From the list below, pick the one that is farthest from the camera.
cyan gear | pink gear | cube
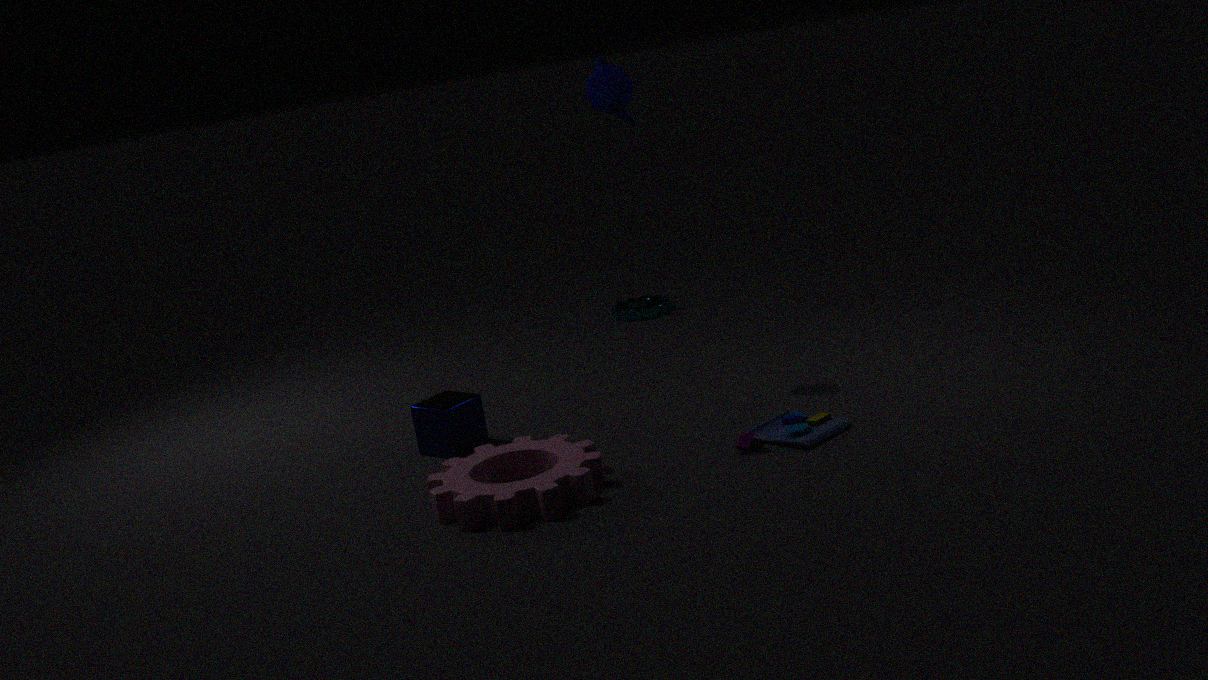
cyan gear
